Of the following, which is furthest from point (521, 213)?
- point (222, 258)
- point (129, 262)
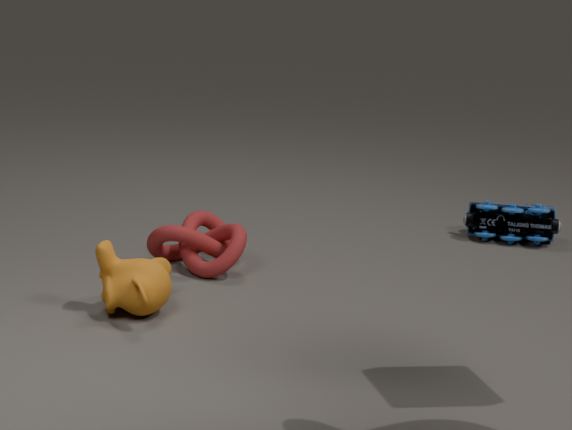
point (129, 262)
